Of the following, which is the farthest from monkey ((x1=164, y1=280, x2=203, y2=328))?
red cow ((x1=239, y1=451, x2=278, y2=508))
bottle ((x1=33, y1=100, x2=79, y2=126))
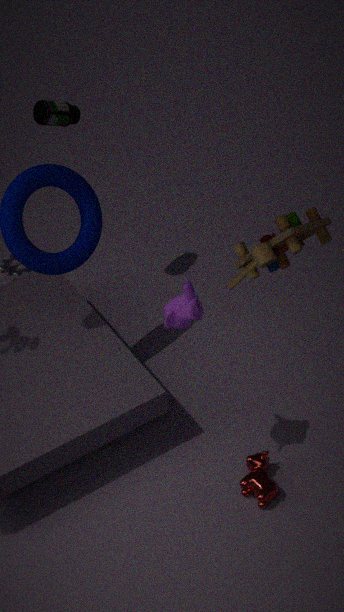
bottle ((x1=33, y1=100, x2=79, y2=126))
